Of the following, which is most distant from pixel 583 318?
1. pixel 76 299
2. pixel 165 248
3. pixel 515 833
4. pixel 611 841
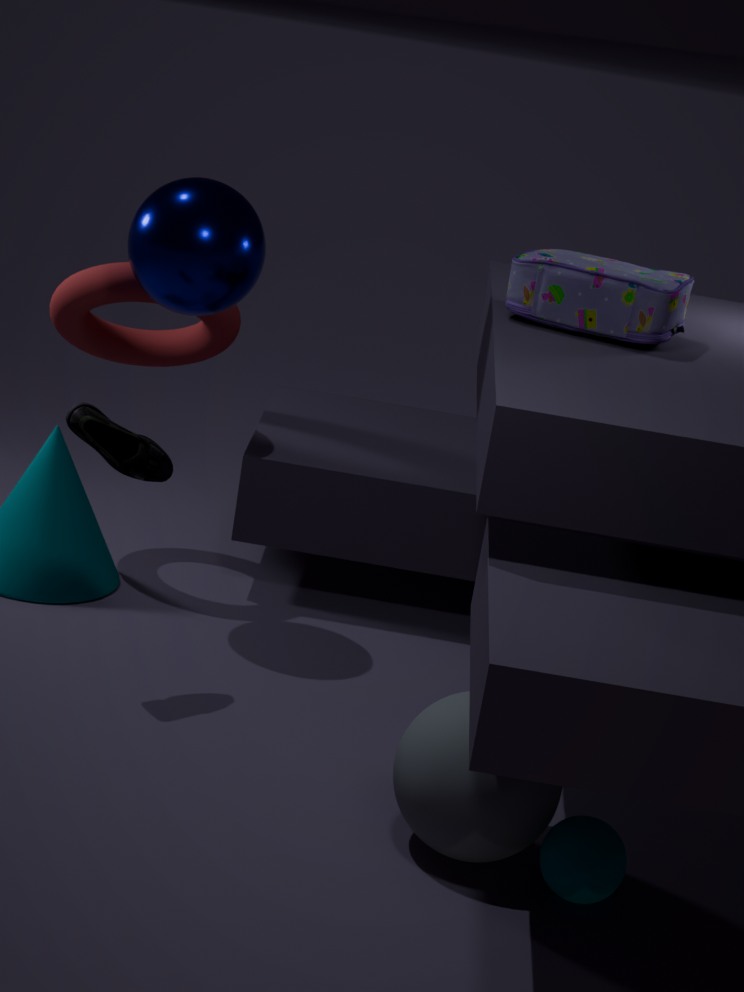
pixel 611 841
